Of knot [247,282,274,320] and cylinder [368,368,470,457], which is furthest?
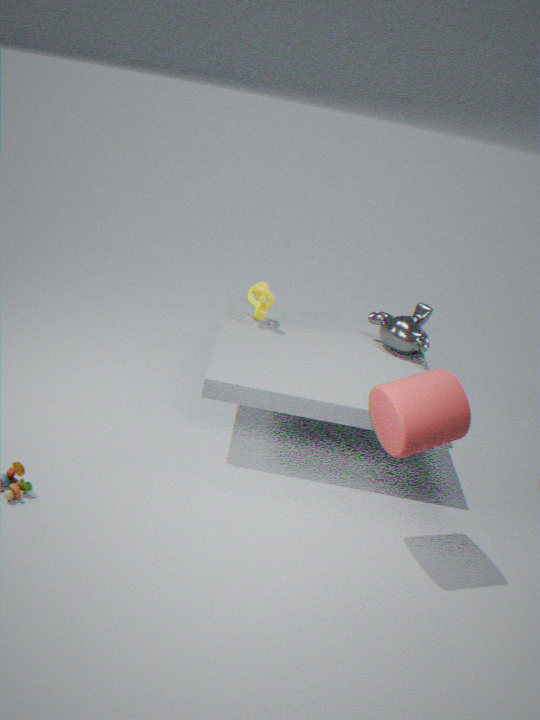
knot [247,282,274,320]
